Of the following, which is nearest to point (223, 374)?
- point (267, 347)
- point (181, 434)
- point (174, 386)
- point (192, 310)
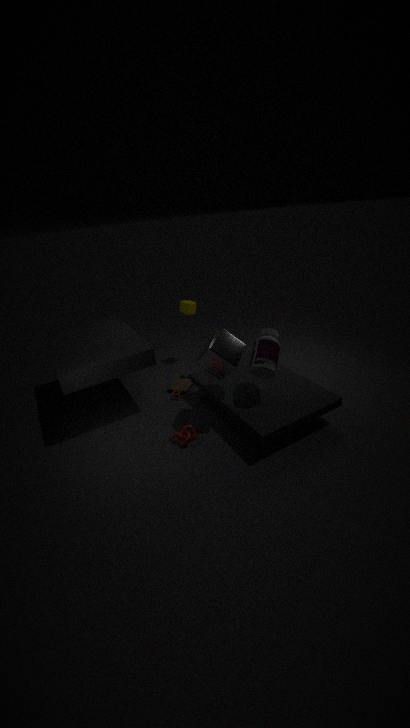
point (267, 347)
